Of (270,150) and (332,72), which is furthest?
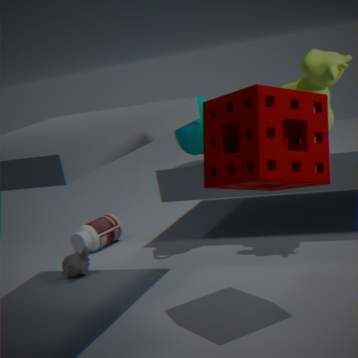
(332,72)
